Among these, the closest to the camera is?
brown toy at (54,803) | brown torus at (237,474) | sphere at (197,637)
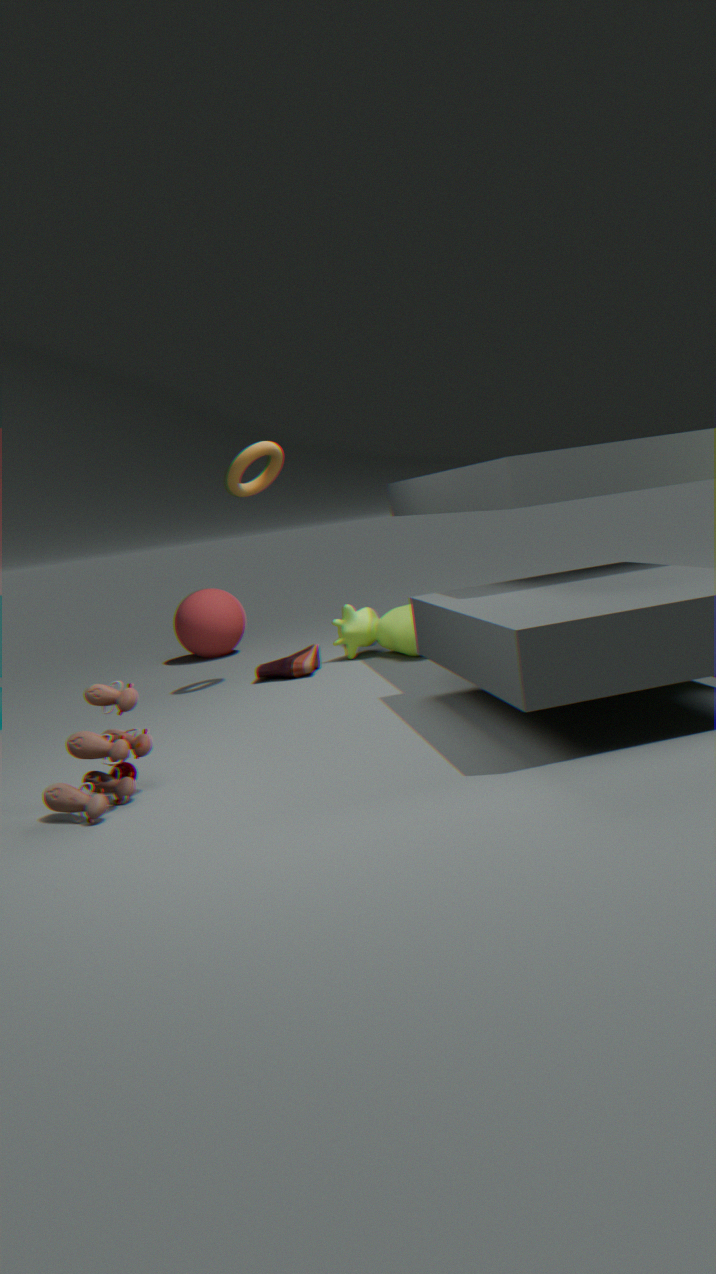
brown toy at (54,803)
